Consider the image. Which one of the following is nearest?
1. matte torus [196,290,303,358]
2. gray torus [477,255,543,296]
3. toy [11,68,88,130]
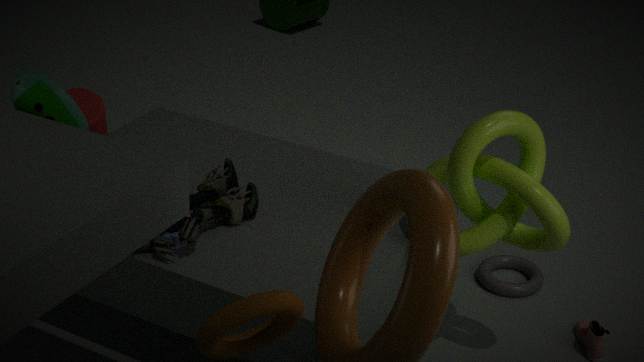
matte torus [196,290,303,358]
